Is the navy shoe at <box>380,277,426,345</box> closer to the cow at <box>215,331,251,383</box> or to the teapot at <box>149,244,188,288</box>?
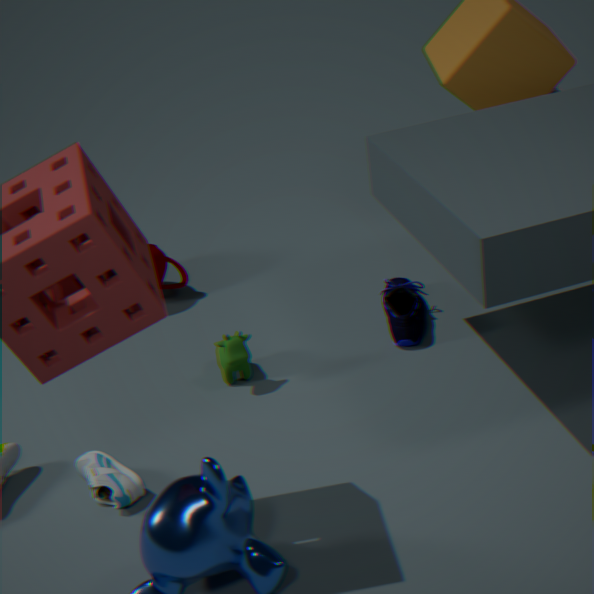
the cow at <box>215,331,251,383</box>
